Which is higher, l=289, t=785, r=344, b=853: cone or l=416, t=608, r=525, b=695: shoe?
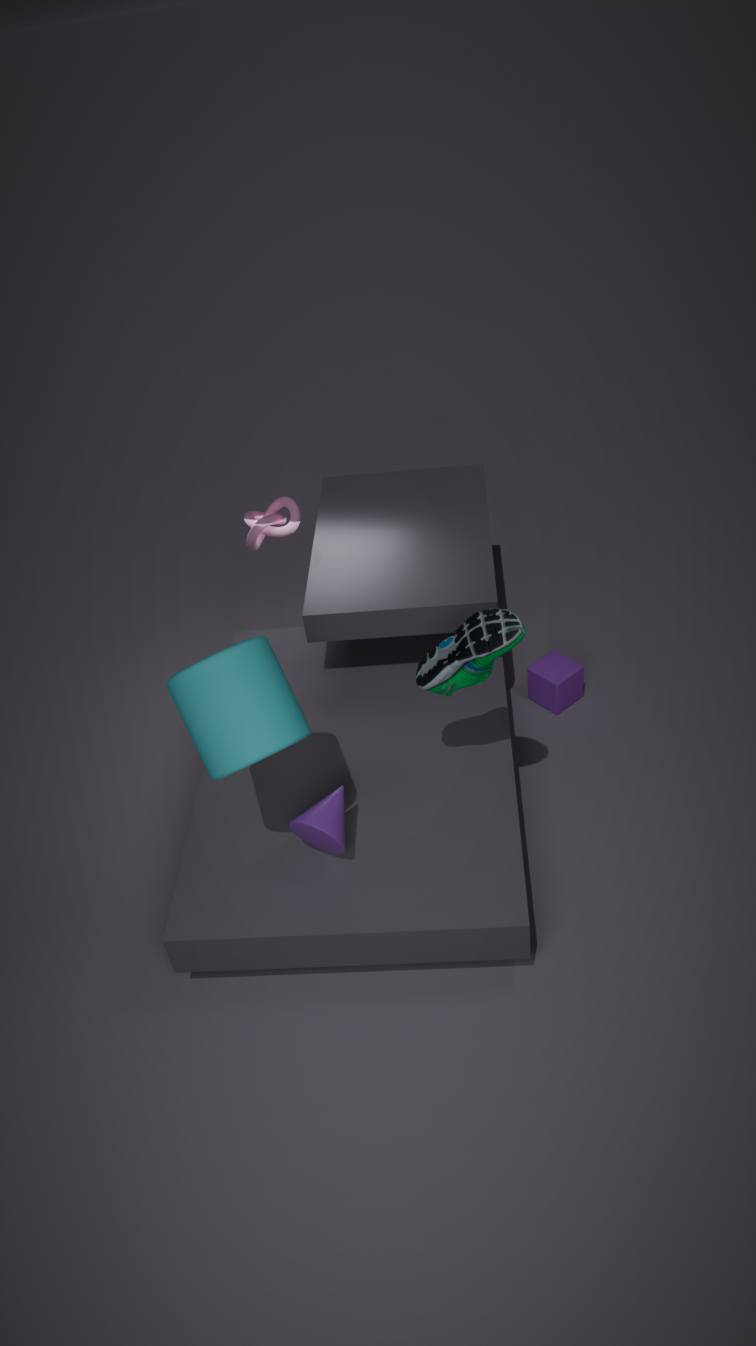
l=416, t=608, r=525, b=695: shoe
